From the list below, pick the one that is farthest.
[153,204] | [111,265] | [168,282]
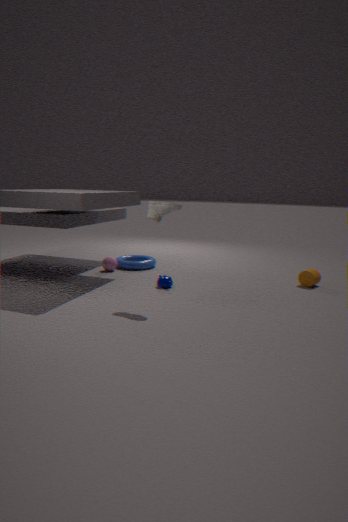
[111,265]
